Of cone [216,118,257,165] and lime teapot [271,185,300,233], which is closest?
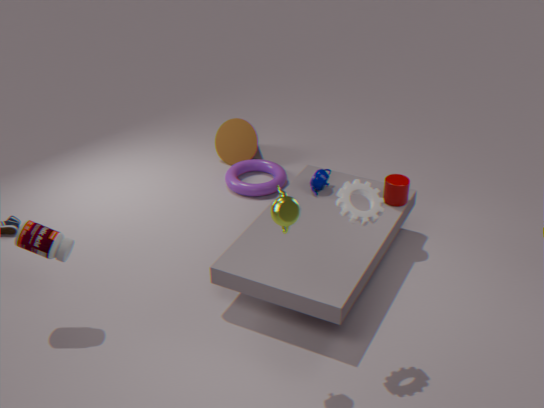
lime teapot [271,185,300,233]
